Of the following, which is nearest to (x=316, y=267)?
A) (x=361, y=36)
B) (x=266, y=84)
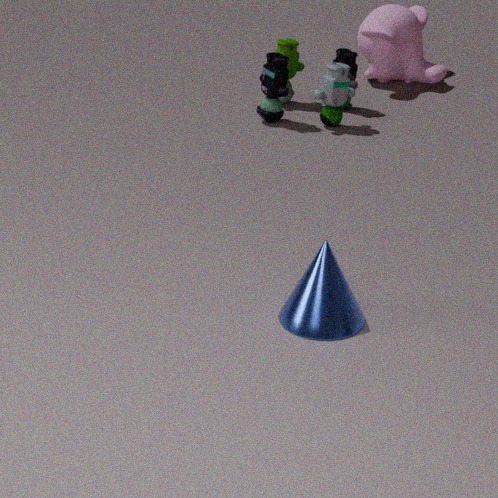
(x=266, y=84)
